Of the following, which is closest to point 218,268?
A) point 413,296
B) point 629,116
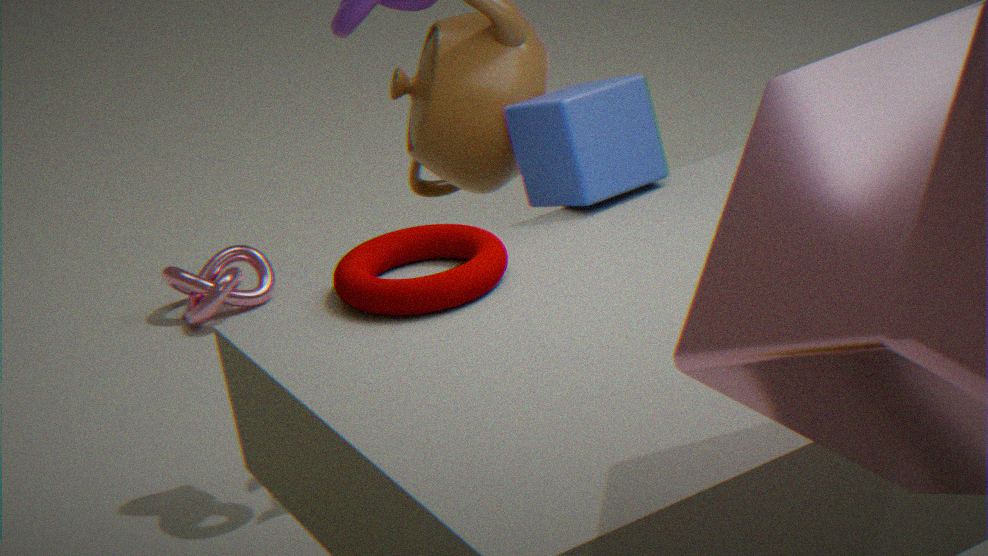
point 629,116
